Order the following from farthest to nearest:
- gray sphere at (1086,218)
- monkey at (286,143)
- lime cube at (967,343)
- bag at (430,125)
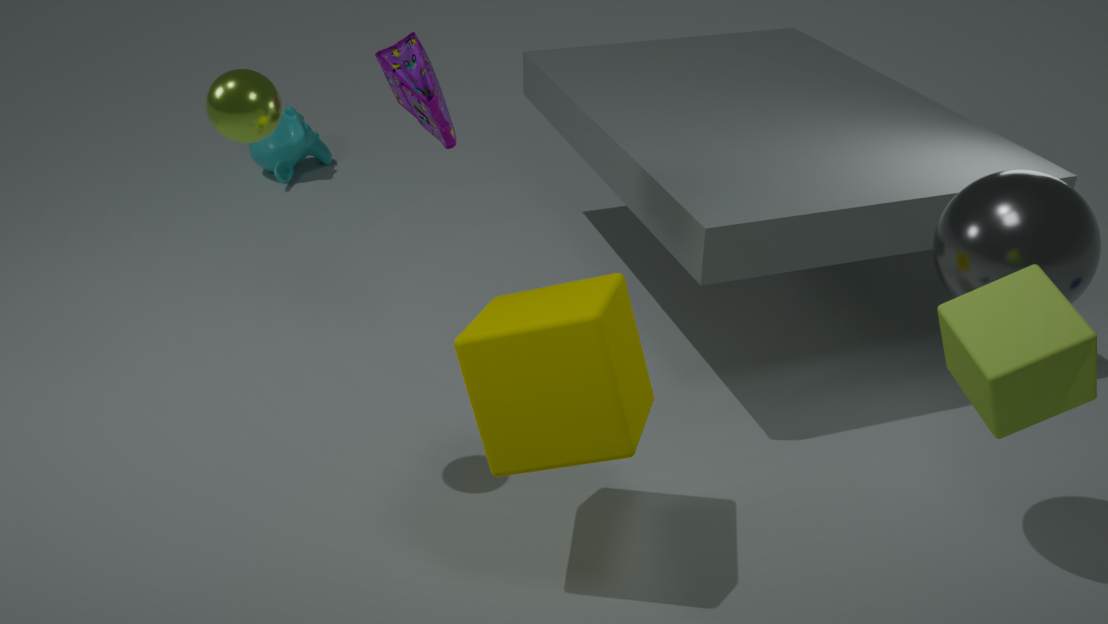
monkey at (286,143) < bag at (430,125) < gray sphere at (1086,218) < lime cube at (967,343)
